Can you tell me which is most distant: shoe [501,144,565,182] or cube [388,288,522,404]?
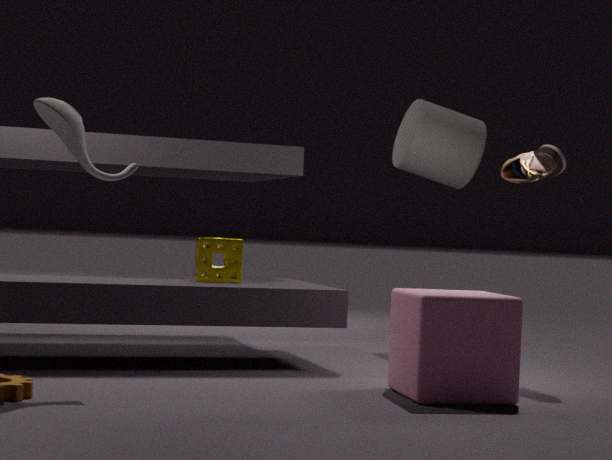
shoe [501,144,565,182]
